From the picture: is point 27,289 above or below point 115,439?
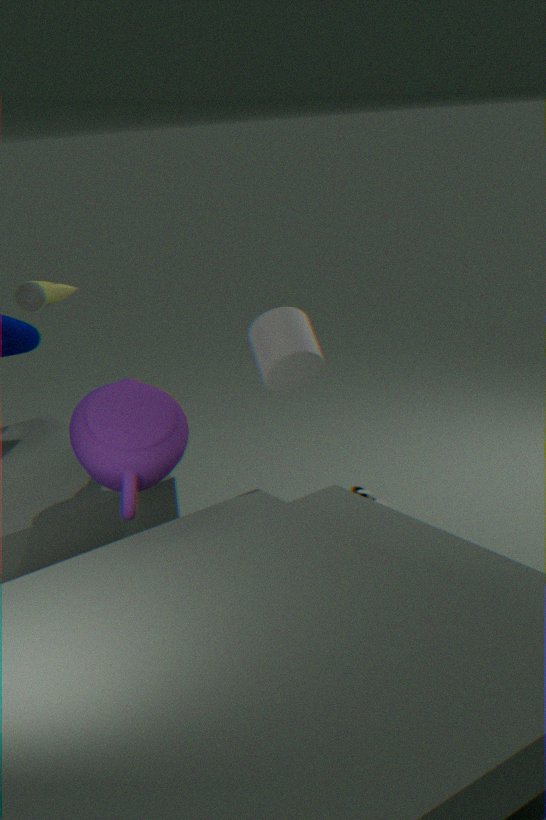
above
